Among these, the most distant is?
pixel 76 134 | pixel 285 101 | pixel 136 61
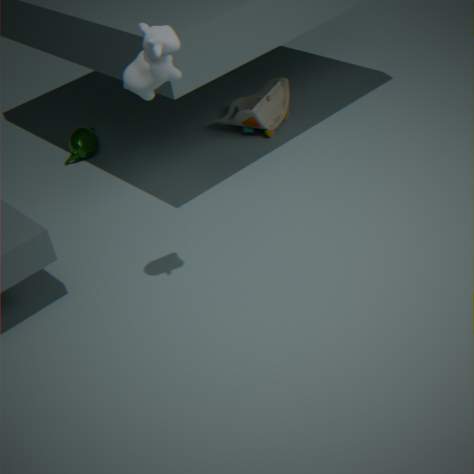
pixel 285 101
